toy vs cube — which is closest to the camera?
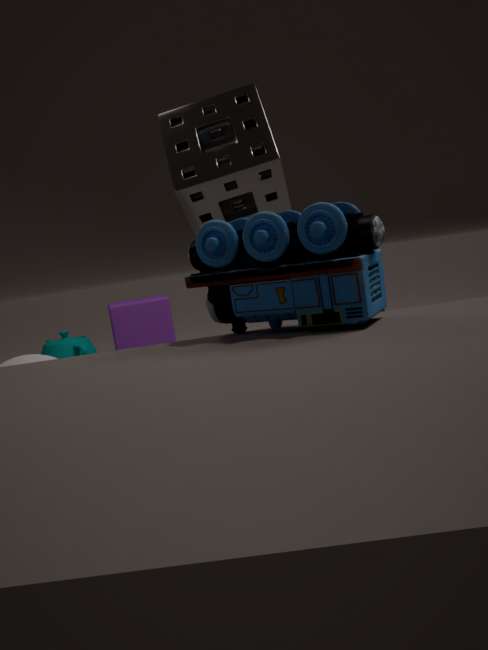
toy
